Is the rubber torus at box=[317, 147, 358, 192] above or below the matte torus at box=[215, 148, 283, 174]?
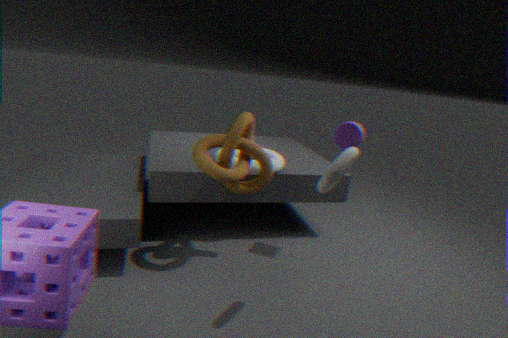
above
